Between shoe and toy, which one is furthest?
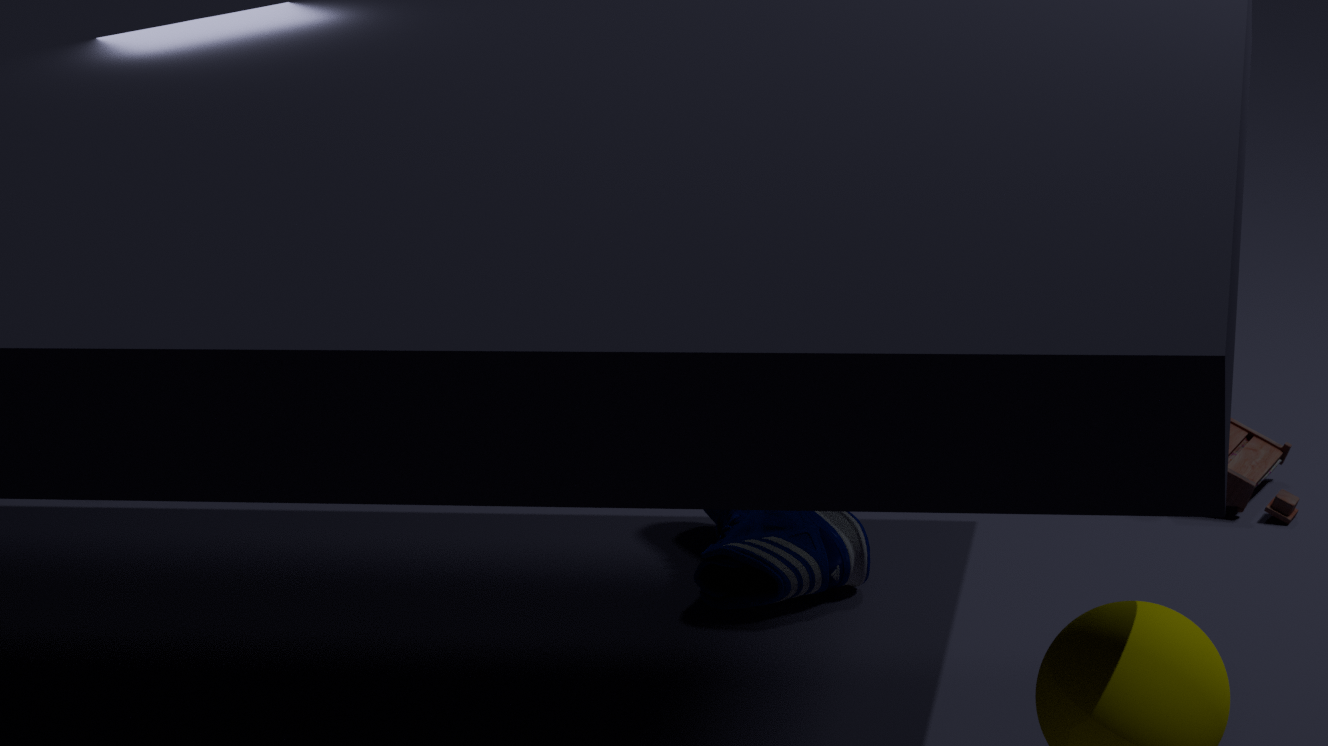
toy
